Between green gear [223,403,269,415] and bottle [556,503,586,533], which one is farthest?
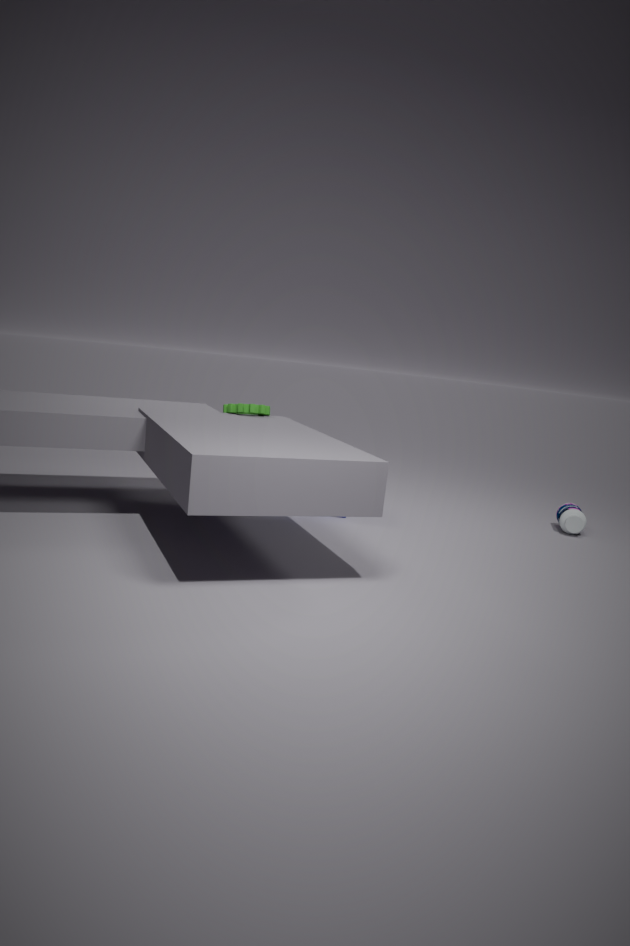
bottle [556,503,586,533]
